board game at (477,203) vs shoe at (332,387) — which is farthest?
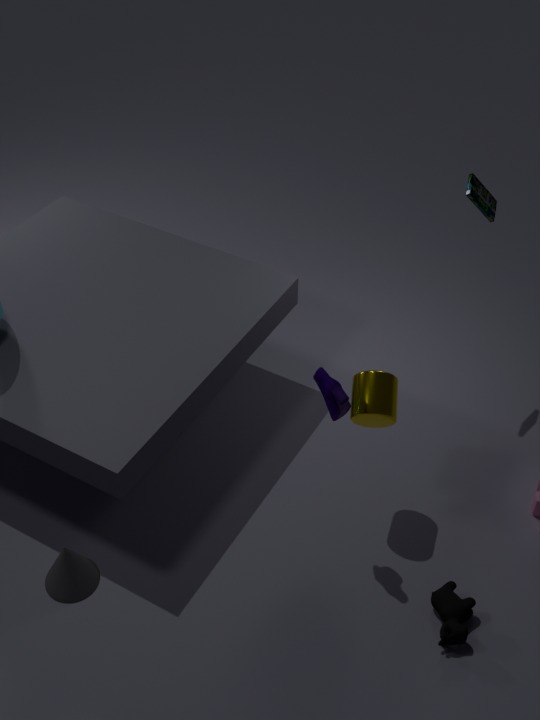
board game at (477,203)
